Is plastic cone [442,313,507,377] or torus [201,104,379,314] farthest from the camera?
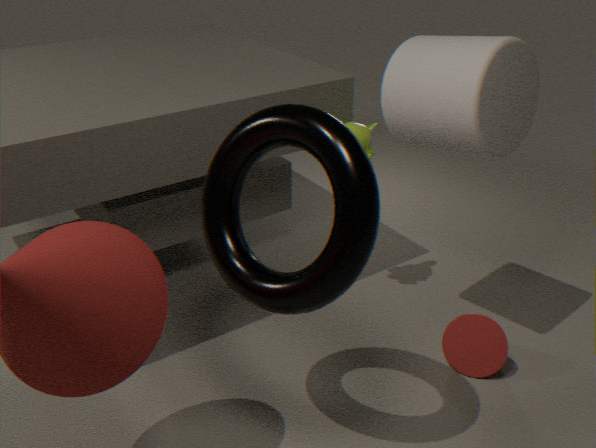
plastic cone [442,313,507,377]
